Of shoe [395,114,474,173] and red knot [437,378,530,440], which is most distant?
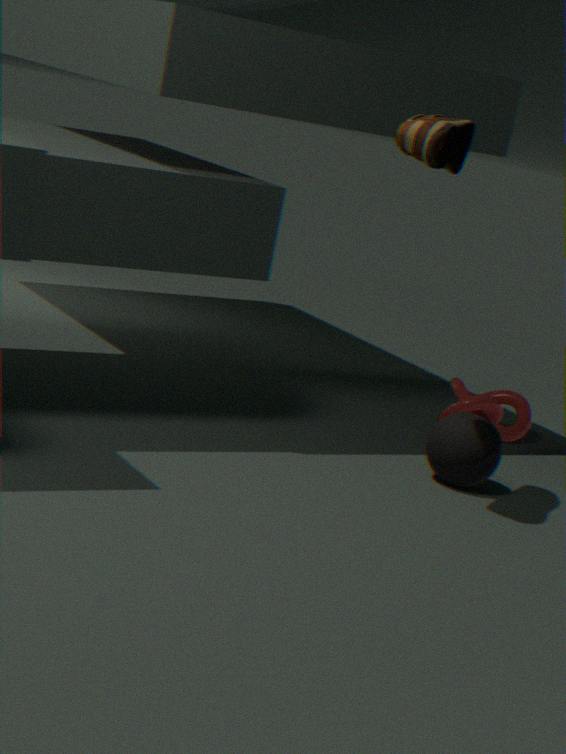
red knot [437,378,530,440]
